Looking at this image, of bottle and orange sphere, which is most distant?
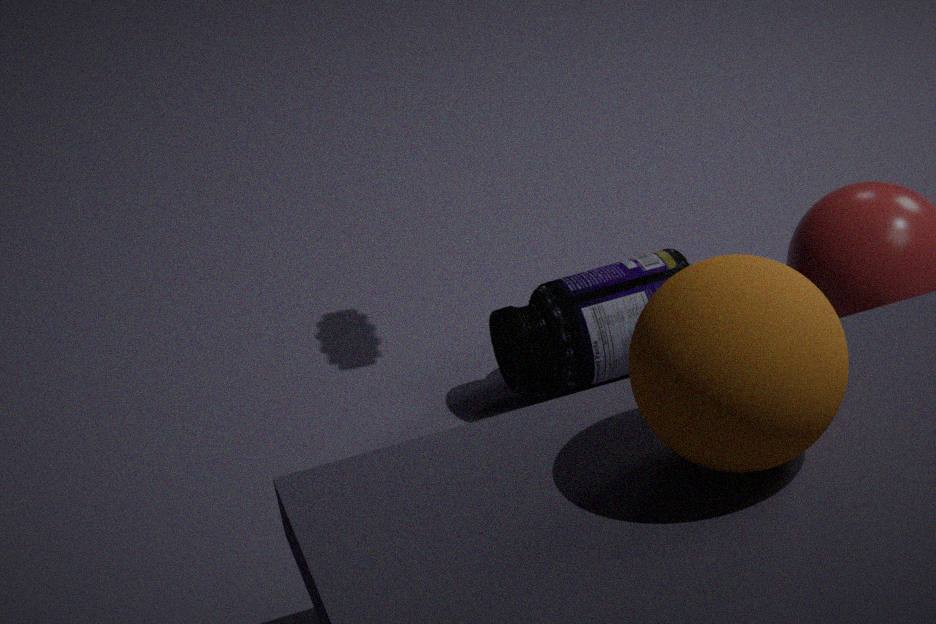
bottle
